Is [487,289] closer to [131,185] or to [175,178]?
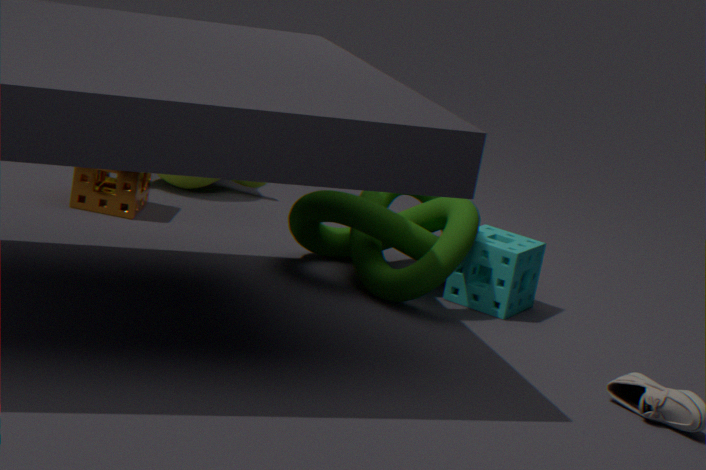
[131,185]
